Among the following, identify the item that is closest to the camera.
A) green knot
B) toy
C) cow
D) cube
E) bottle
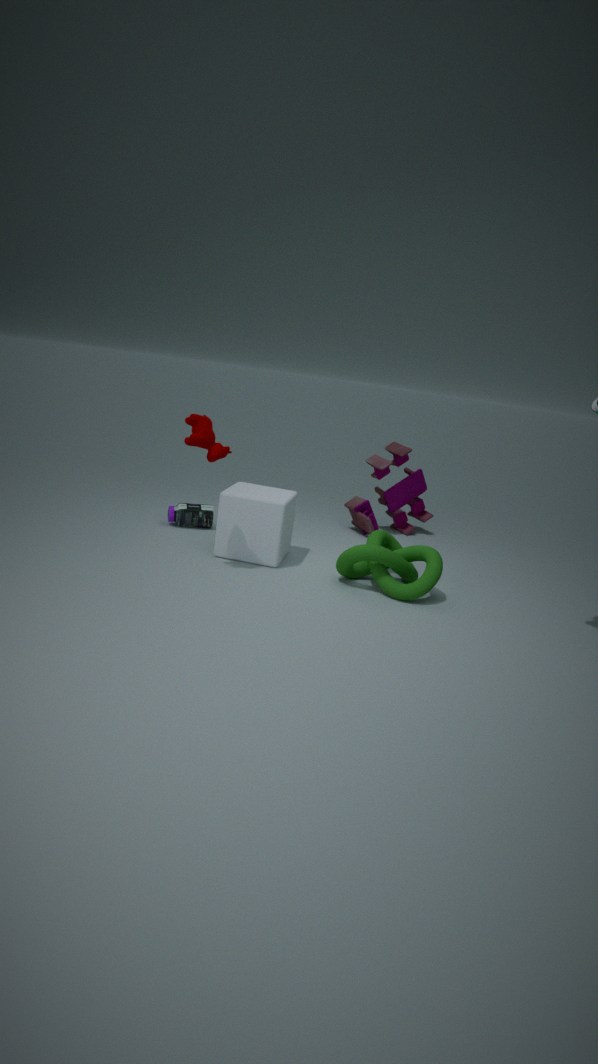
cow
